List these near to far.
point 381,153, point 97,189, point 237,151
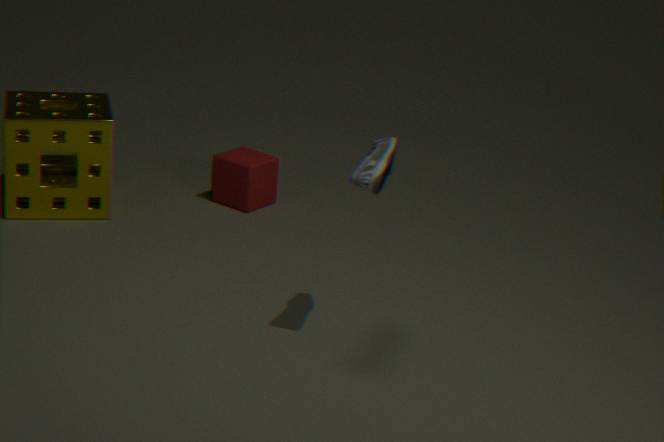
1. point 381,153
2. point 97,189
3. point 237,151
